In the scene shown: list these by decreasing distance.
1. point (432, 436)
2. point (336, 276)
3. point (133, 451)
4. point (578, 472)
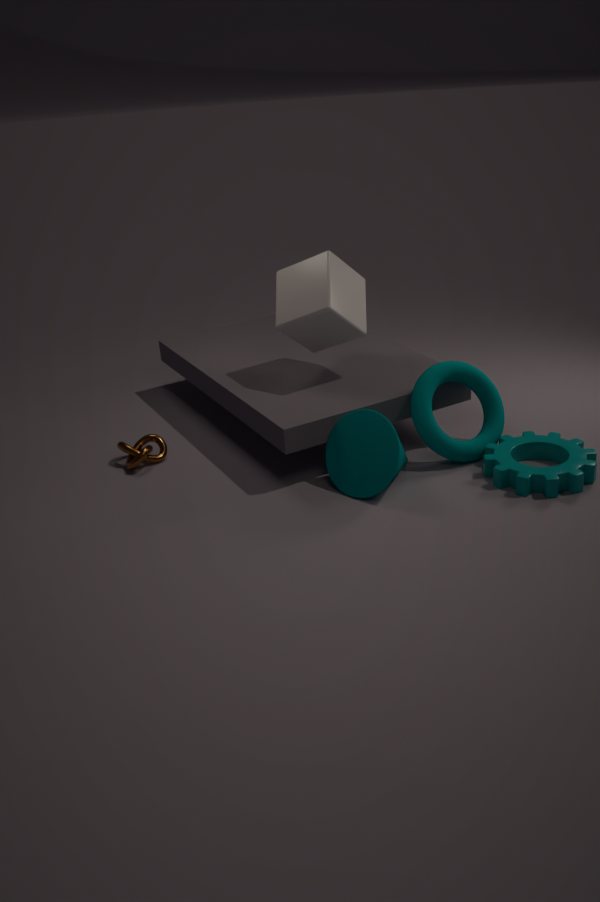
point (133, 451), point (336, 276), point (432, 436), point (578, 472)
